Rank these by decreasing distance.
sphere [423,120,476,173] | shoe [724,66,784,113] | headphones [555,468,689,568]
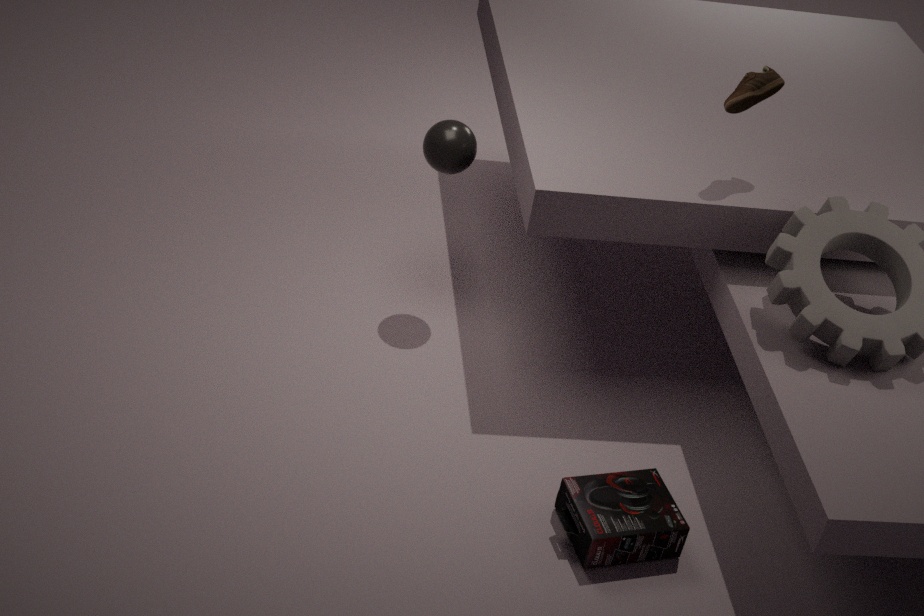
sphere [423,120,476,173] < shoe [724,66,784,113] < headphones [555,468,689,568]
